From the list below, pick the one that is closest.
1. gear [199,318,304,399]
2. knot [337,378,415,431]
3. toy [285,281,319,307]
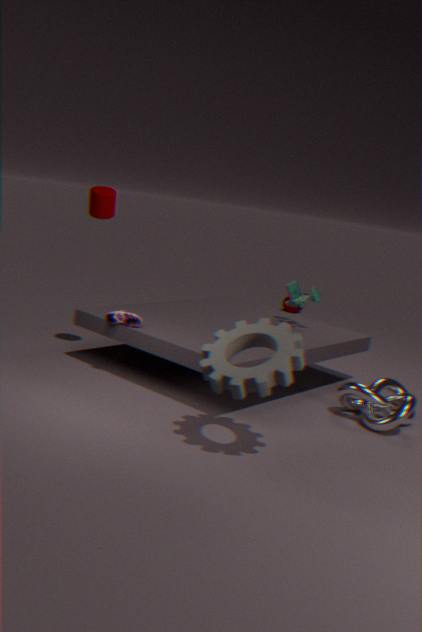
gear [199,318,304,399]
